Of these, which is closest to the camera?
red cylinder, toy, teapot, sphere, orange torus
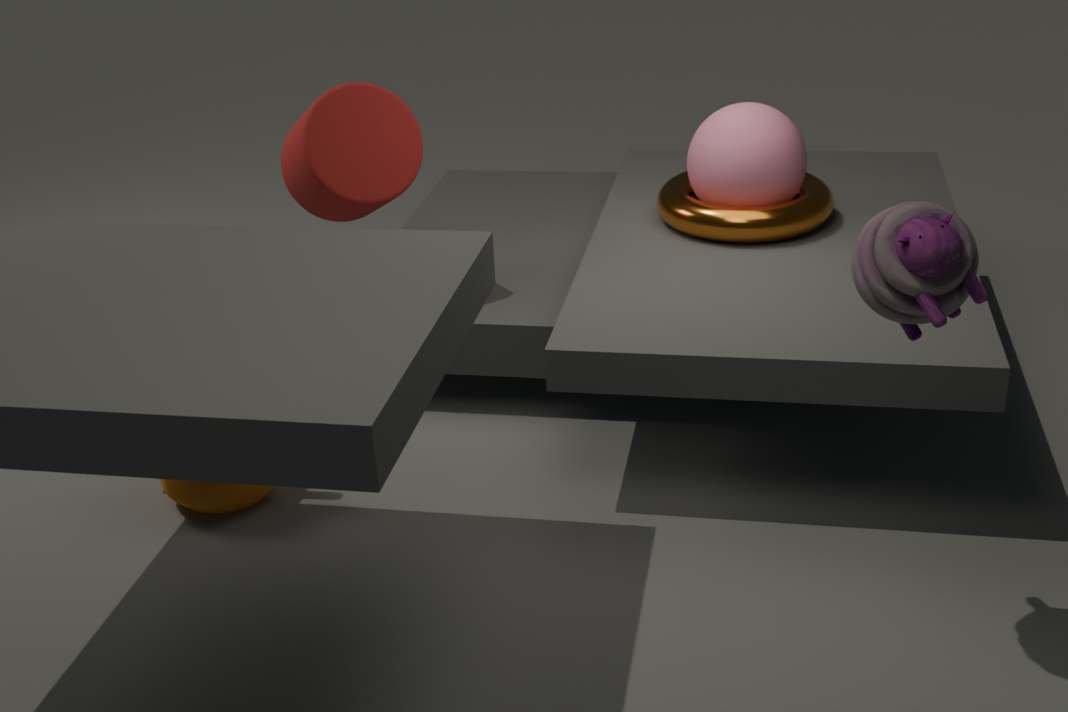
toy
